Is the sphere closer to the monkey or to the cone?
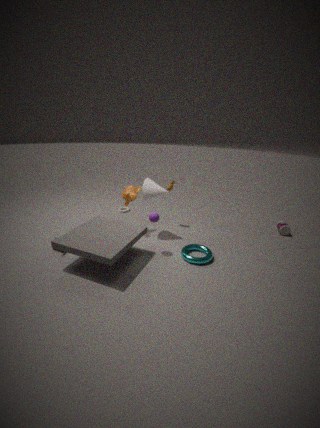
the cone
